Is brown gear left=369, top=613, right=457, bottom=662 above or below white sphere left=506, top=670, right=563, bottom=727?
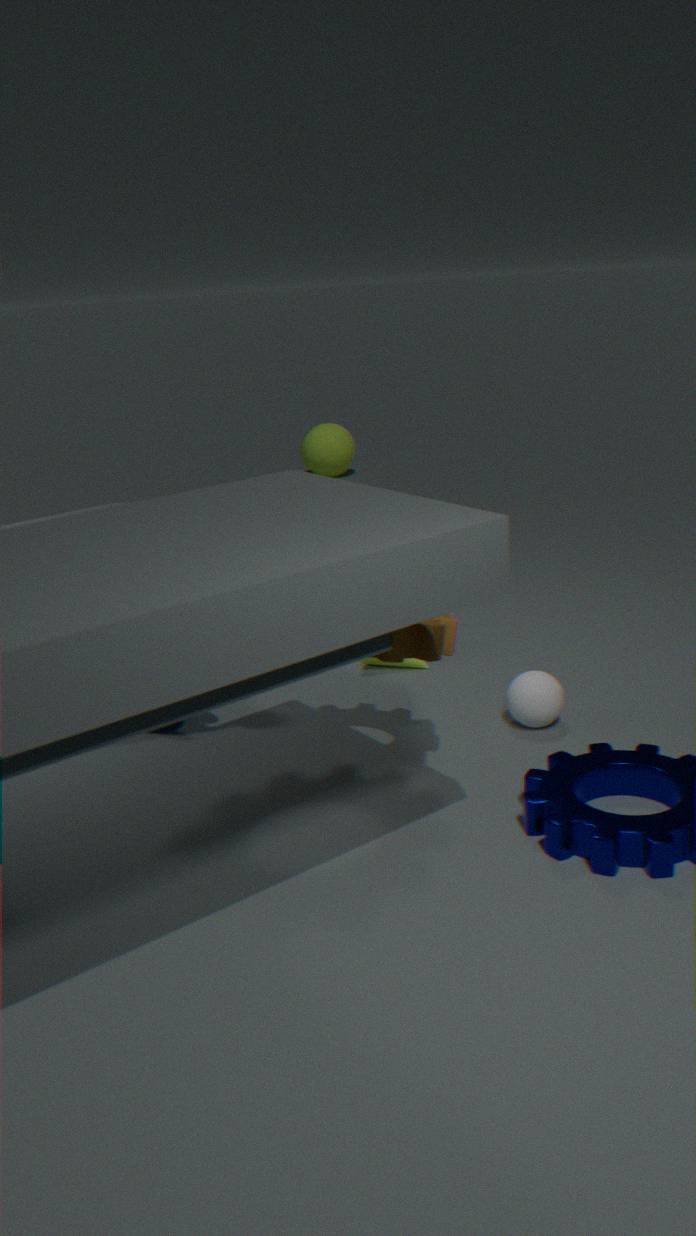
above
